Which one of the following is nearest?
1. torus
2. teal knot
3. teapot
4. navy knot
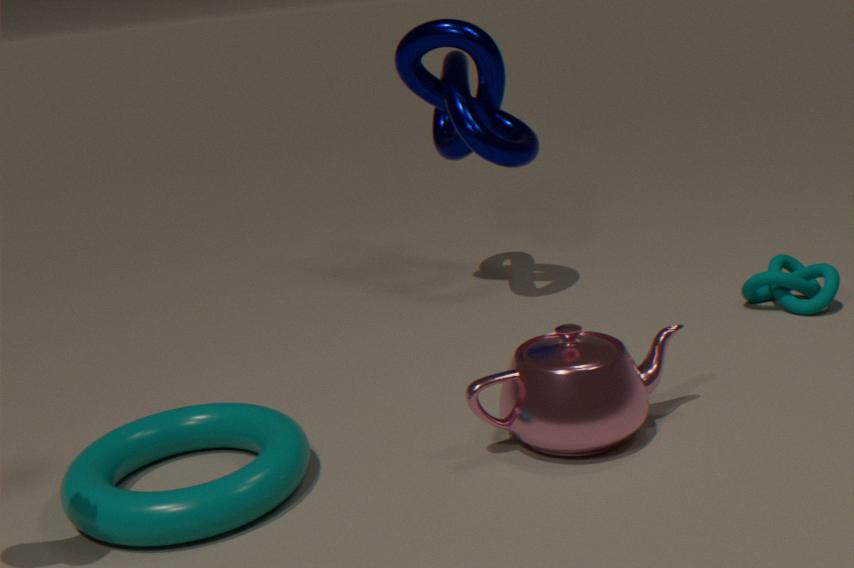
torus
